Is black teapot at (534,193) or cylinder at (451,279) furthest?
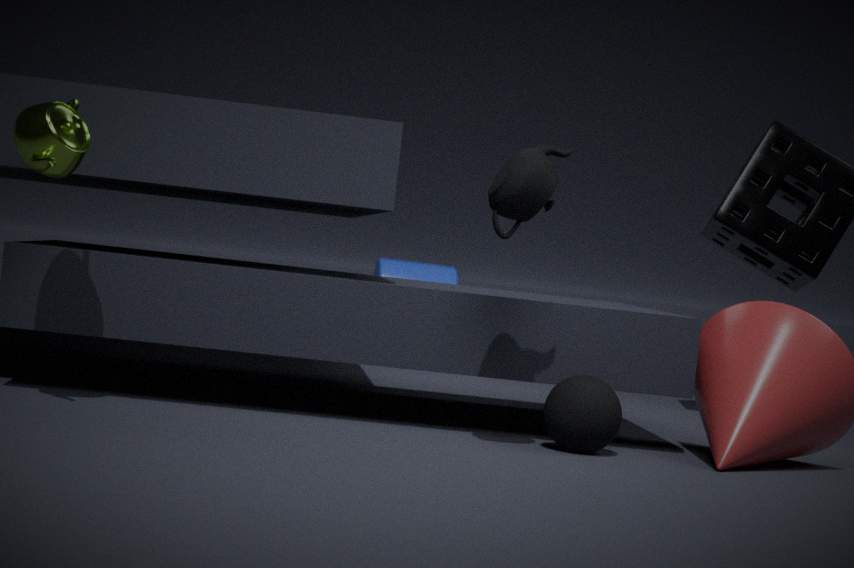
cylinder at (451,279)
